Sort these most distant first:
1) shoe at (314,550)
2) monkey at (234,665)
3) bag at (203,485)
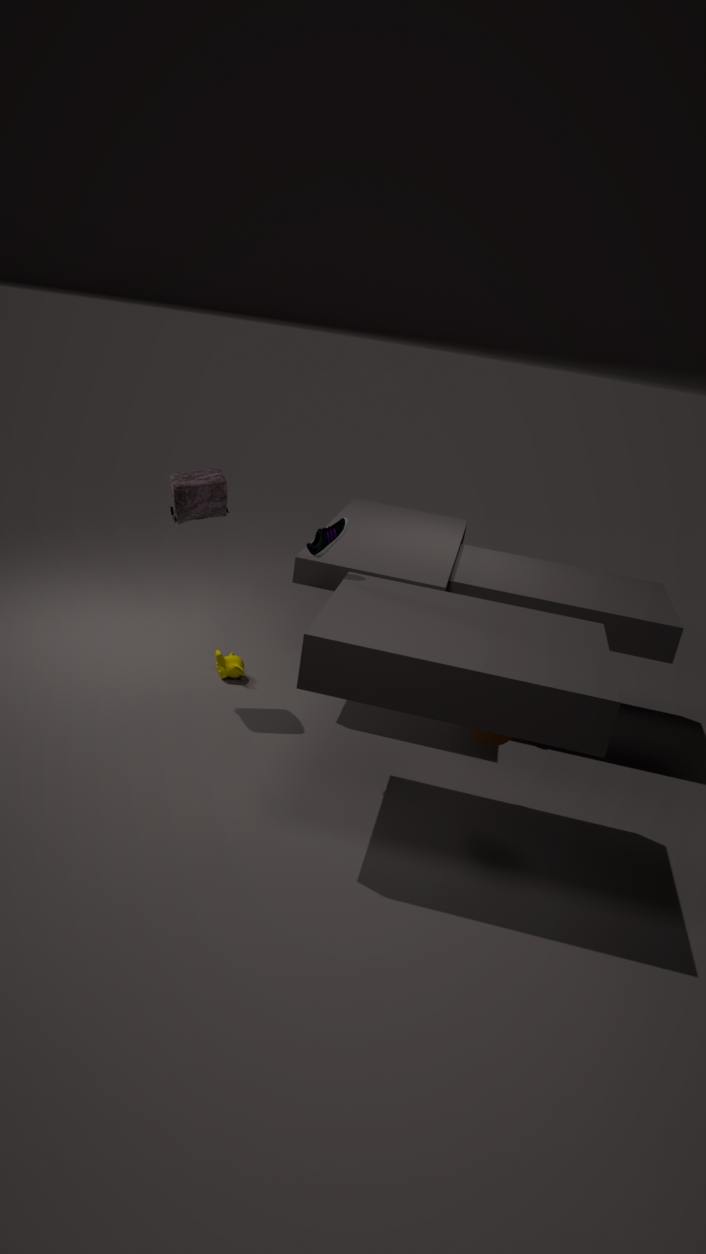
2. monkey at (234,665)
3. bag at (203,485)
1. shoe at (314,550)
